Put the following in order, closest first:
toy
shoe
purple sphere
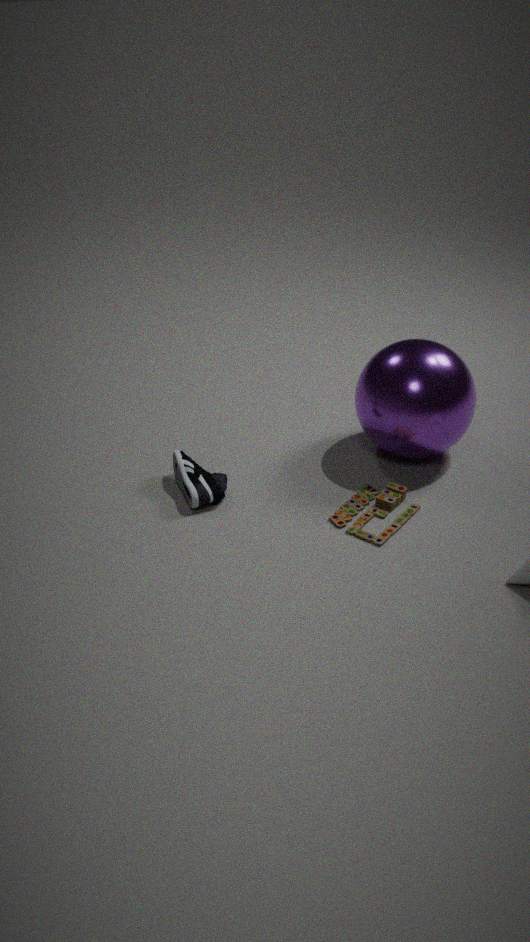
toy, shoe, purple sphere
